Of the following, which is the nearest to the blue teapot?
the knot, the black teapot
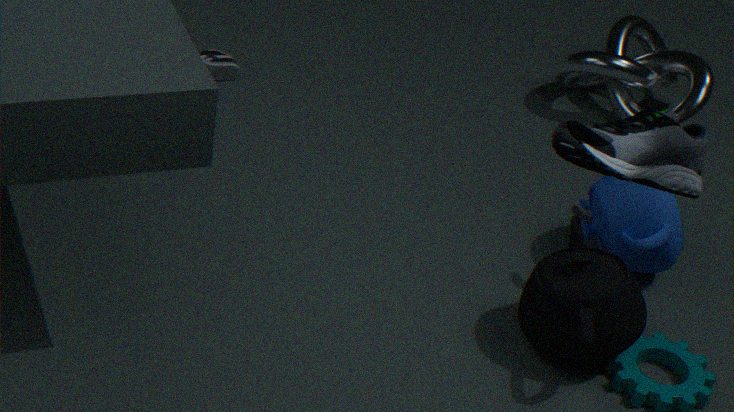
the black teapot
